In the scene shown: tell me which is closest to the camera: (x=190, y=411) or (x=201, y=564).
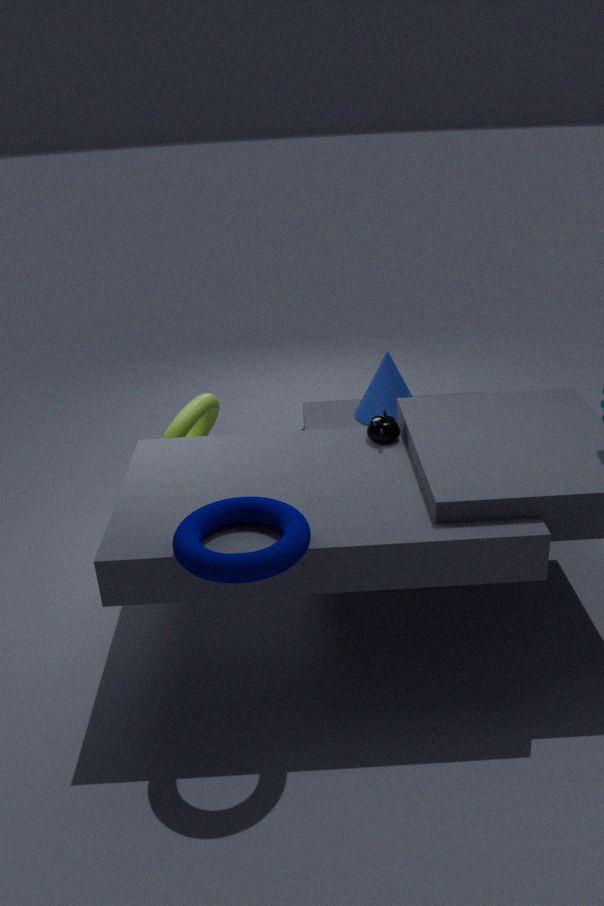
(x=201, y=564)
